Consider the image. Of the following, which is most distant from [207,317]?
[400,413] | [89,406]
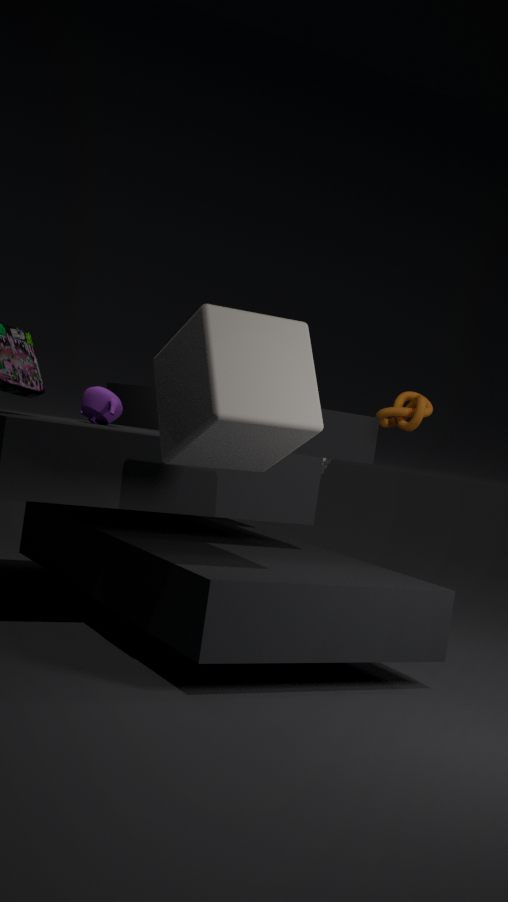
[400,413]
